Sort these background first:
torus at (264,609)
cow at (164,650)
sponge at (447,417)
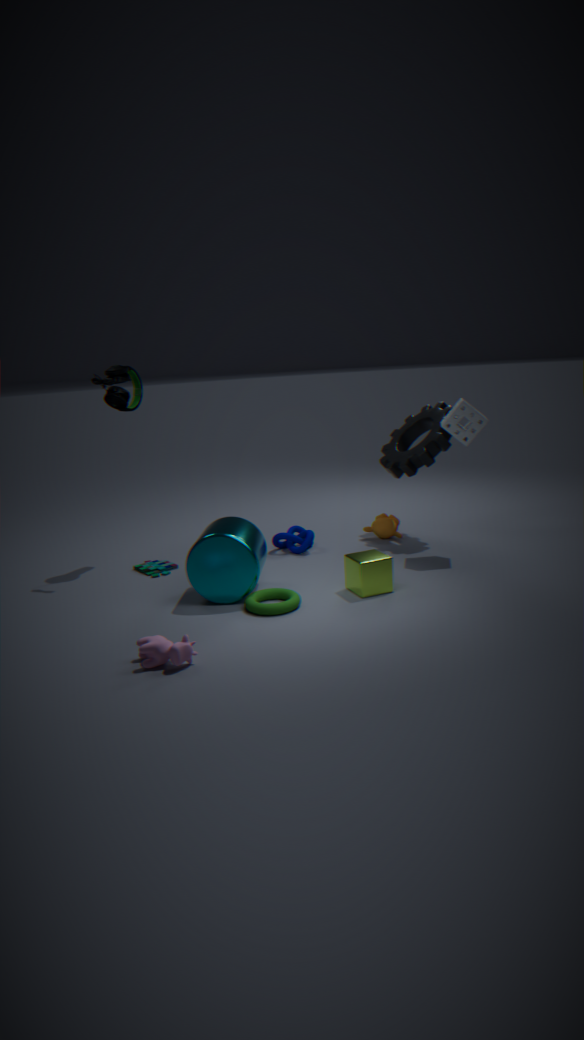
sponge at (447,417) → torus at (264,609) → cow at (164,650)
